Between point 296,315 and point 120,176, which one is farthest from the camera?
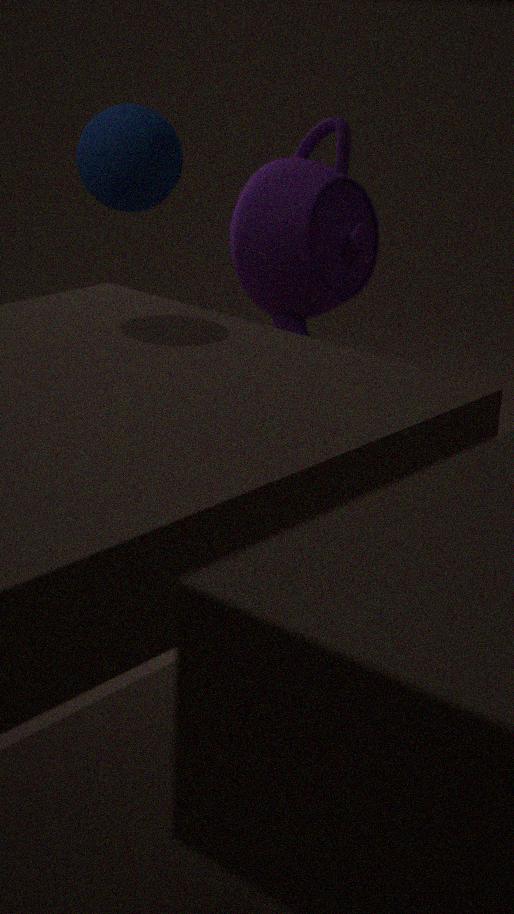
point 296,315
